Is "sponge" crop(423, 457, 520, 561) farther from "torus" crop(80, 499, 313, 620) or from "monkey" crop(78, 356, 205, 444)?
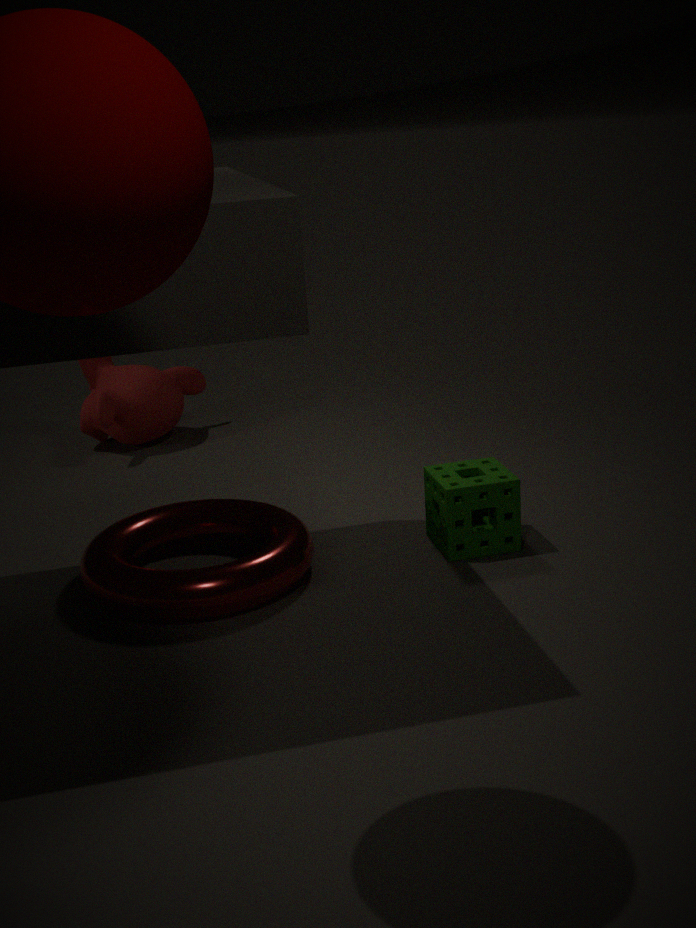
"monkey" crop(78, 356, 205, 444)
